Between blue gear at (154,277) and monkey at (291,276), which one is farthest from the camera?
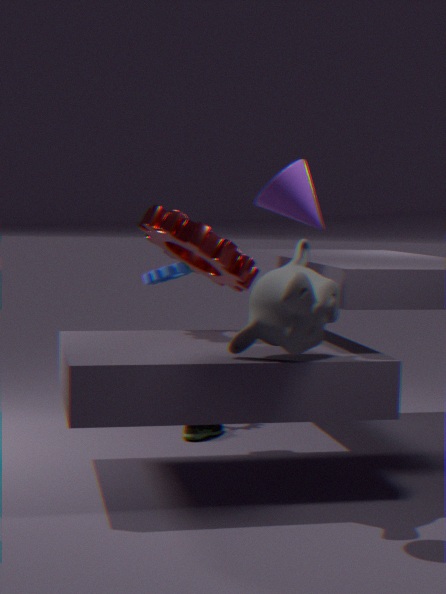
blue gear at (154,277)
